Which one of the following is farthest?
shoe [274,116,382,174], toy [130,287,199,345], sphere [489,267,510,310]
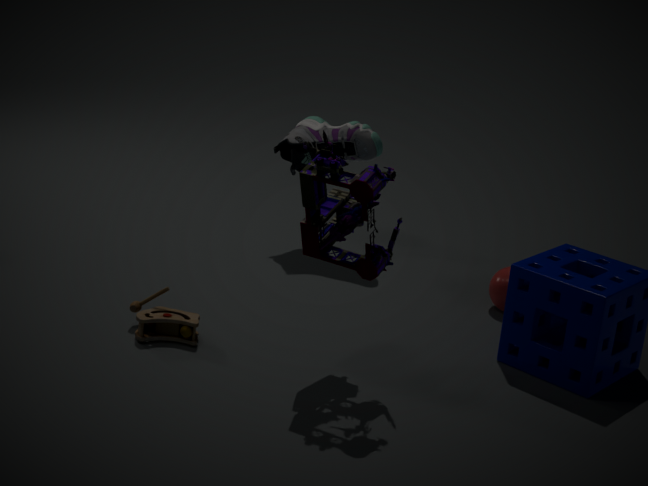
shoe [274,116,382,174]
